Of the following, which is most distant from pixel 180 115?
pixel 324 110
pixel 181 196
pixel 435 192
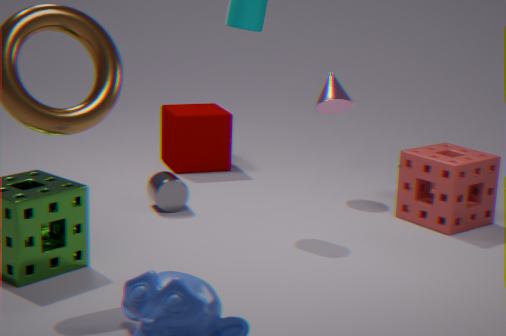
pixel 435 192
